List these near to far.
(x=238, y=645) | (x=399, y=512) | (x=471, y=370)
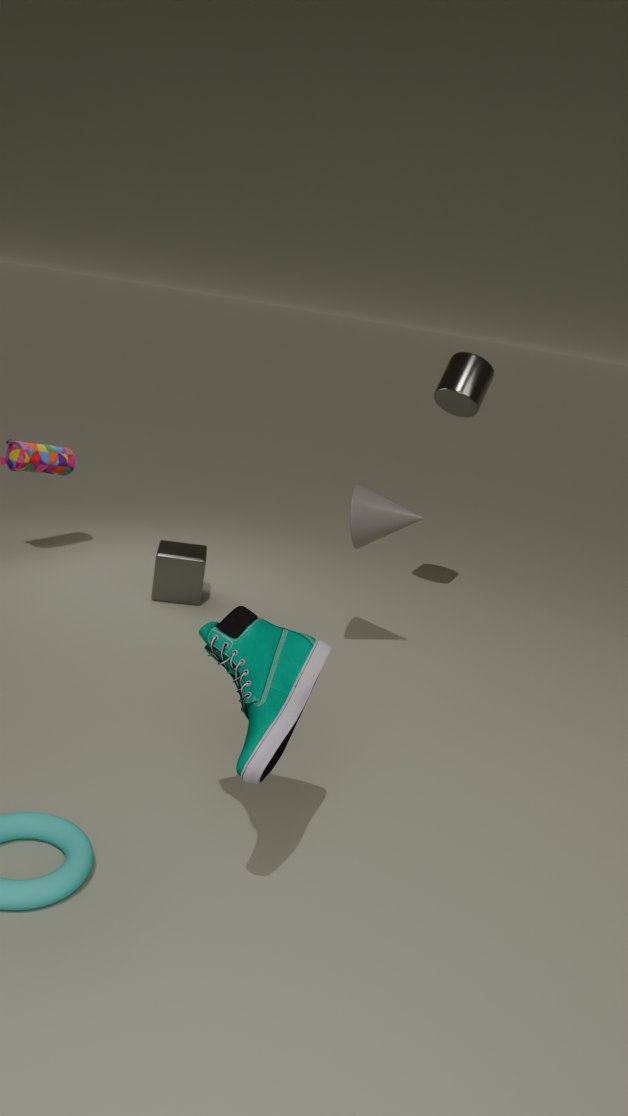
1. (x=238, y=645)
2. (x=399, y=512)
3. (x=471, y=370)
